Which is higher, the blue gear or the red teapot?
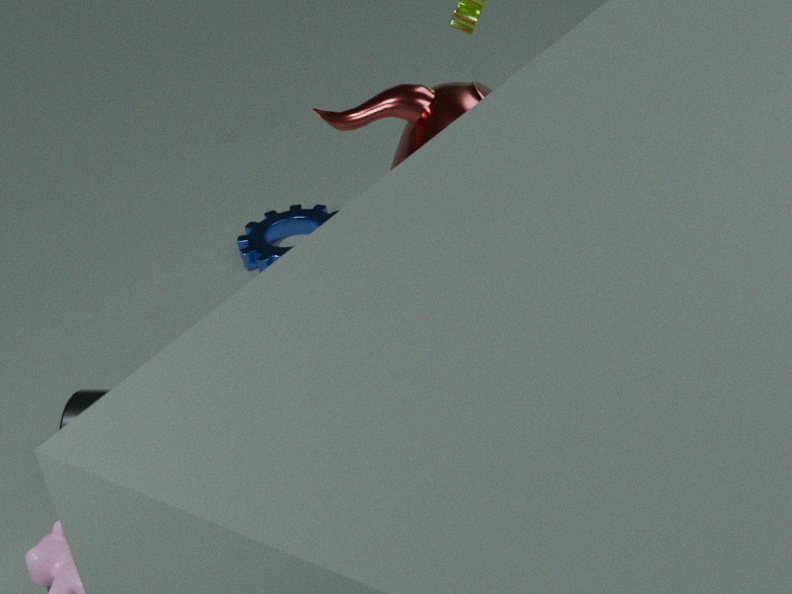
the red teapot
